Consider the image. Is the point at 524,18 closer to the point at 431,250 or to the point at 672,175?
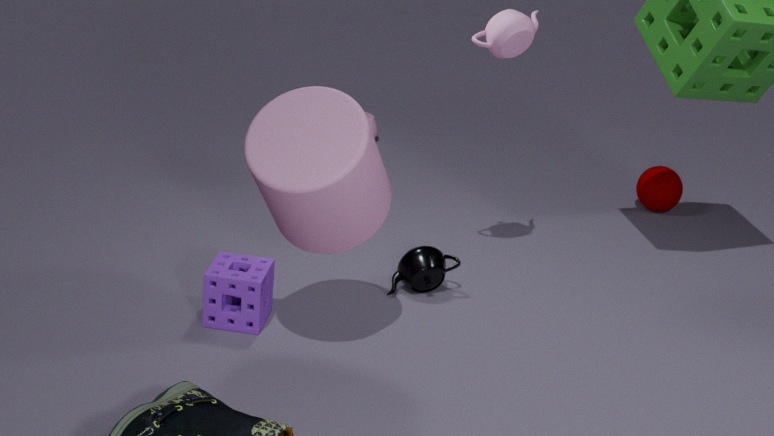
the point at 431,250
